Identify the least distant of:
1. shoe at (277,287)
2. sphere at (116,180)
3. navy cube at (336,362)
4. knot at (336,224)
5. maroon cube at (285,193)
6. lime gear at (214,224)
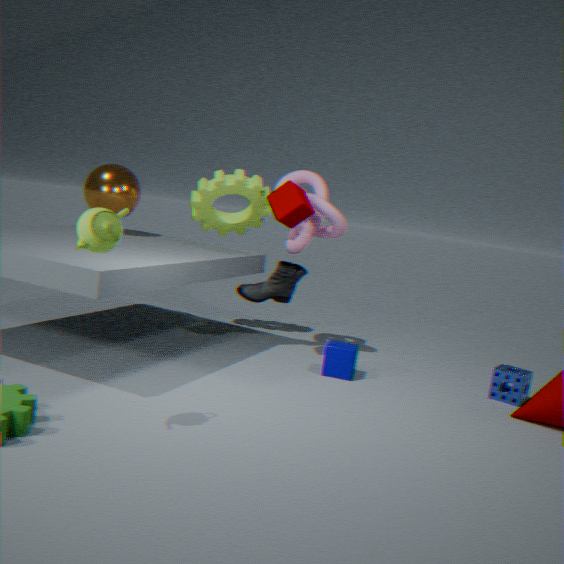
maroon cube at (285,193)
